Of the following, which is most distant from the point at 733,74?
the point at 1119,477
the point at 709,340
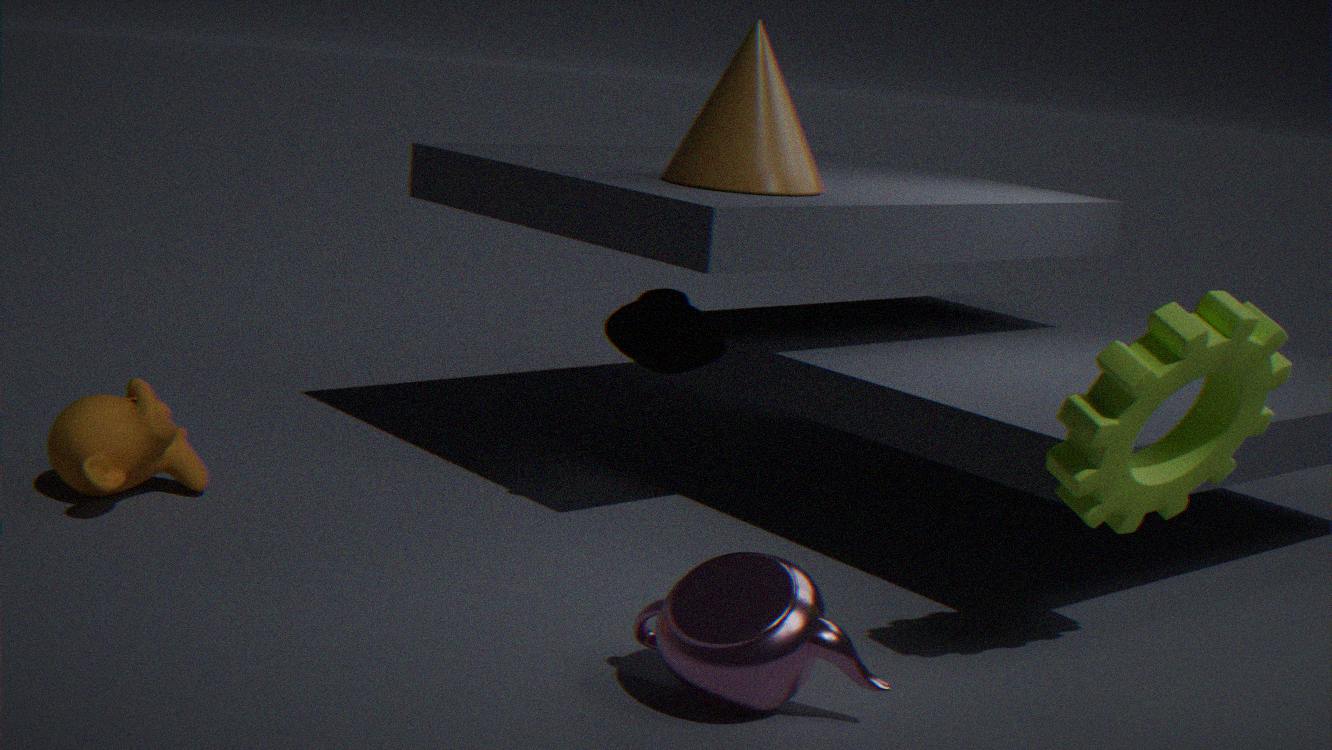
the point at 1119,477
